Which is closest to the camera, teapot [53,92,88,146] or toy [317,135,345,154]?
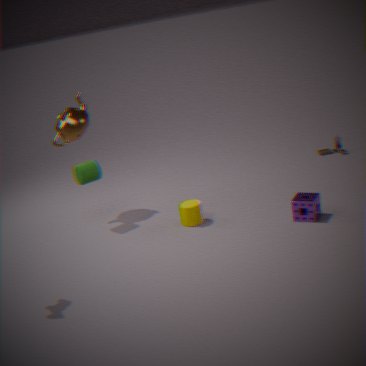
teapot [53,92,88,146]
